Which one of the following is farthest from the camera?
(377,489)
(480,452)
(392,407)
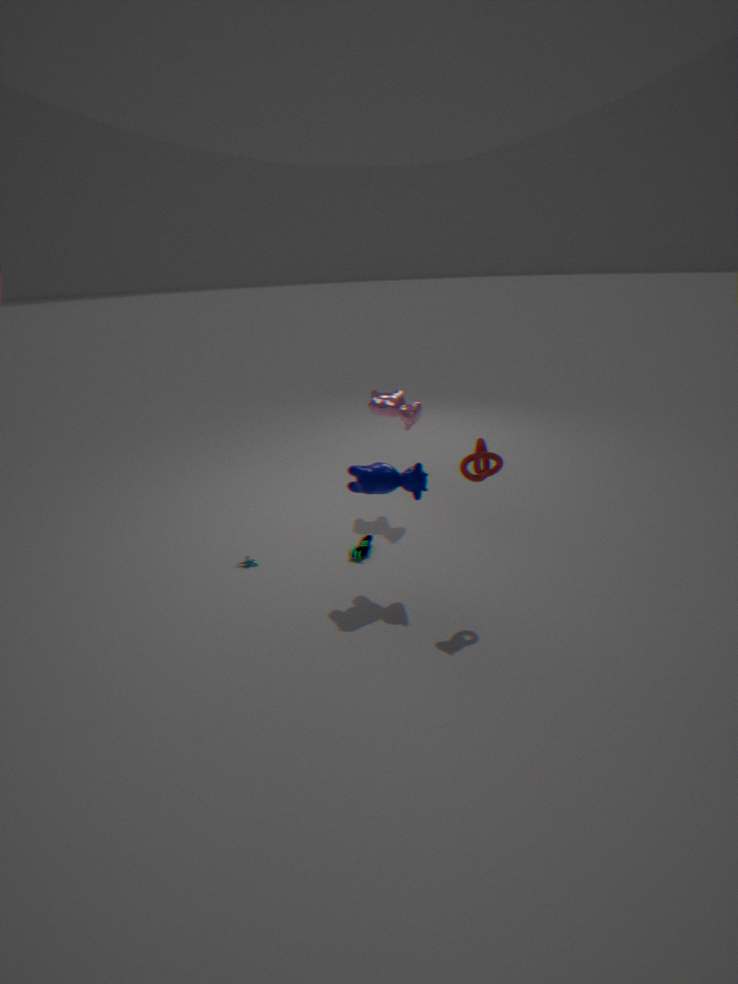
(392,407)
